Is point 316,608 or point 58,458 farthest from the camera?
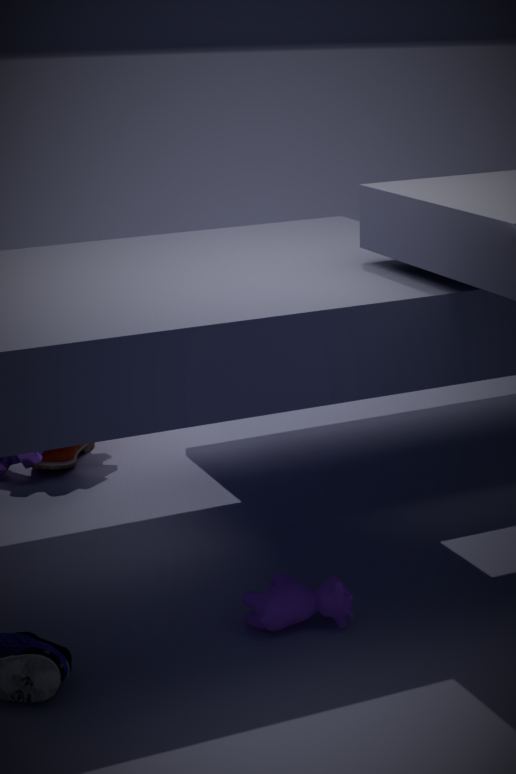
point 58,458
